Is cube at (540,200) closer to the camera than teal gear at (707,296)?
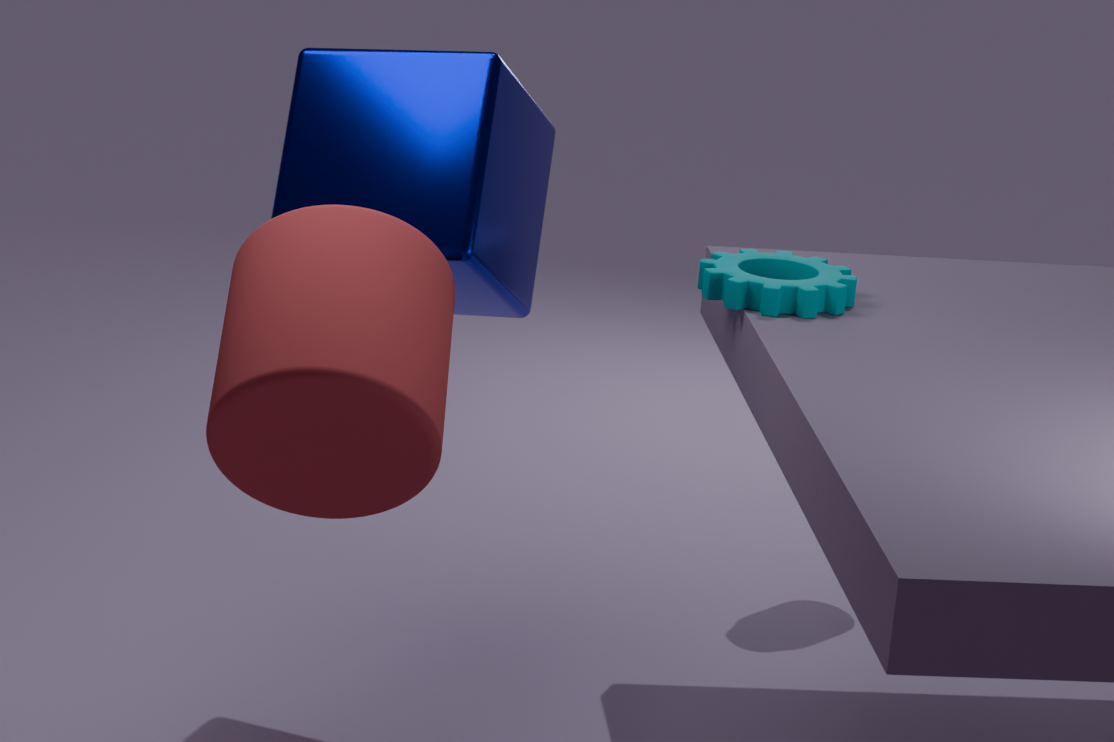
Yes
